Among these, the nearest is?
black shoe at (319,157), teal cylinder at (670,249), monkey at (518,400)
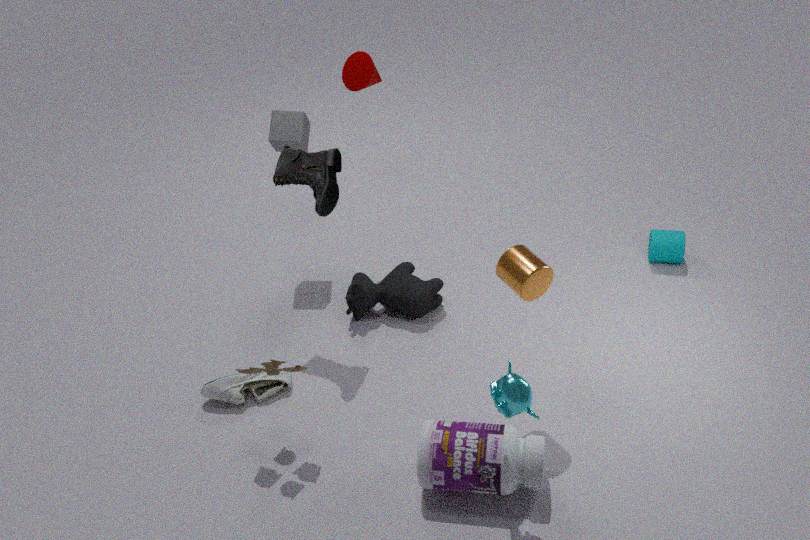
monkey at (518,400)
